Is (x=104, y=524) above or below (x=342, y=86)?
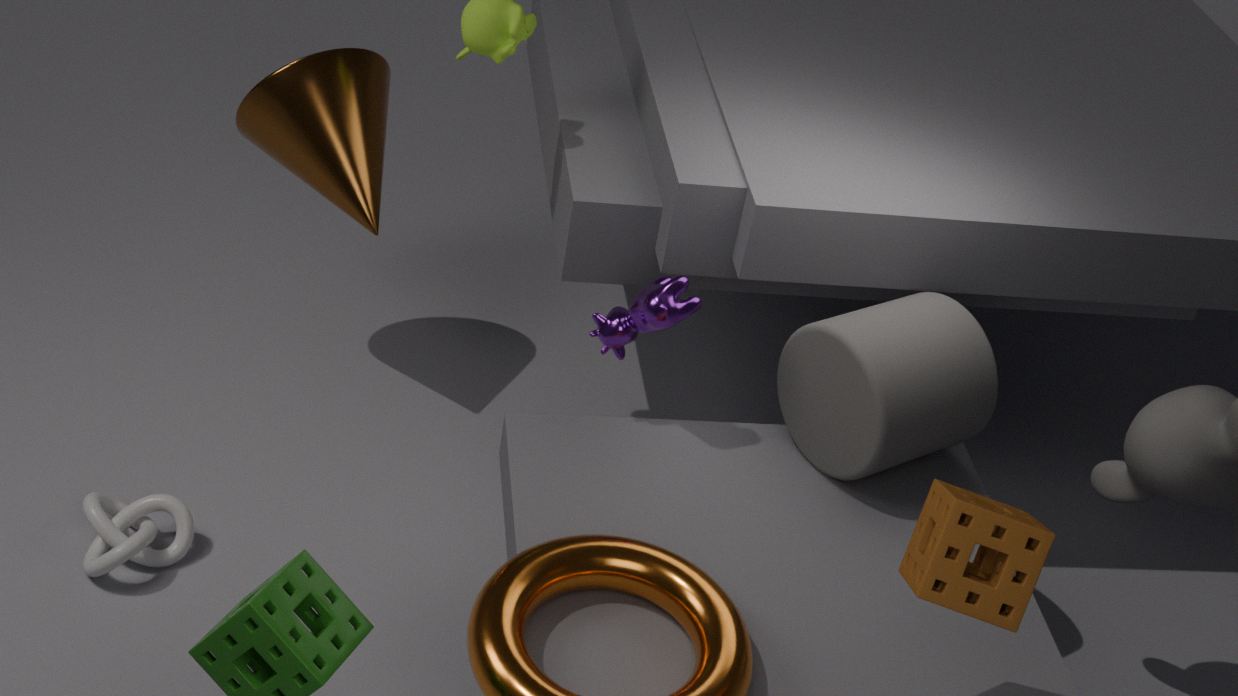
below
